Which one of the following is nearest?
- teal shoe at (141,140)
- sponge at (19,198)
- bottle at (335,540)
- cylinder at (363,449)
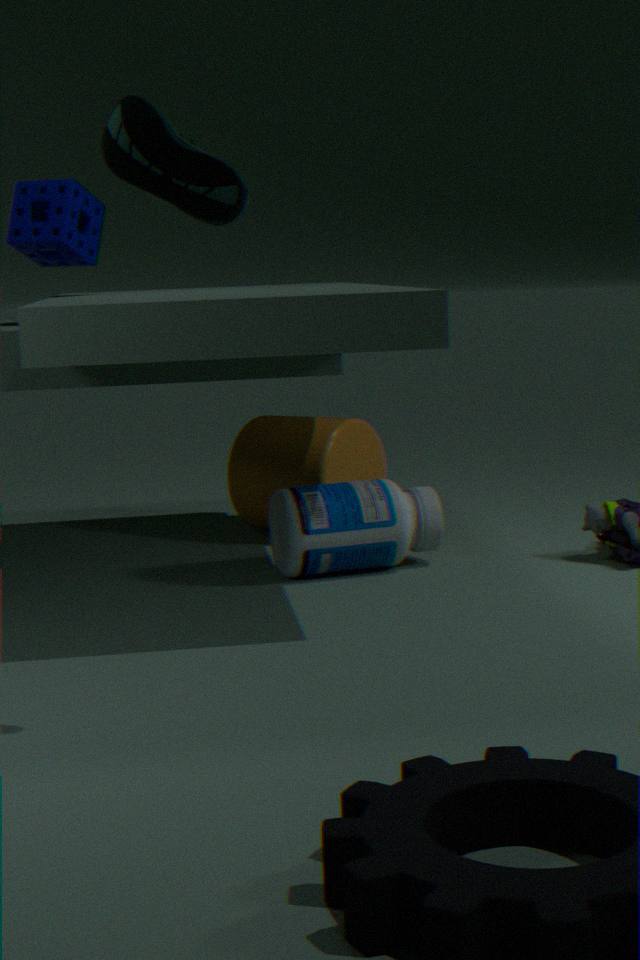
teal shoe at (141,140)
